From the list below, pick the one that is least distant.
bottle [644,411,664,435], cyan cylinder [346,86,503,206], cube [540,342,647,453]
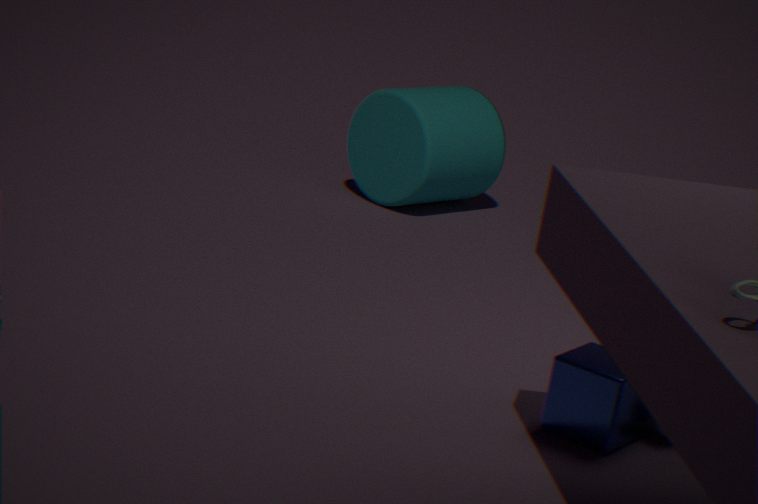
cube [540,342,647,453]
